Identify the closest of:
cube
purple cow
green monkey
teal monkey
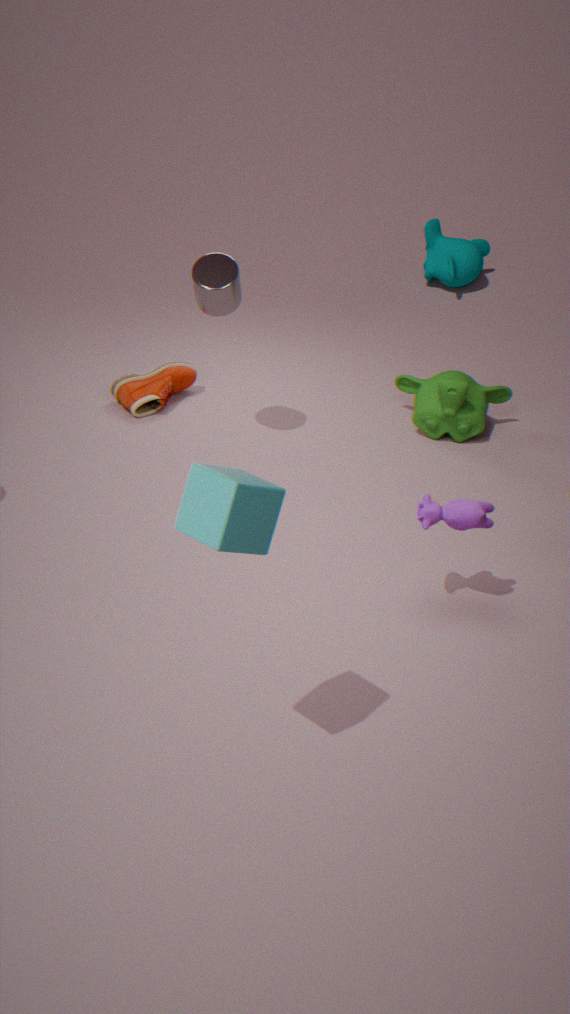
cube
